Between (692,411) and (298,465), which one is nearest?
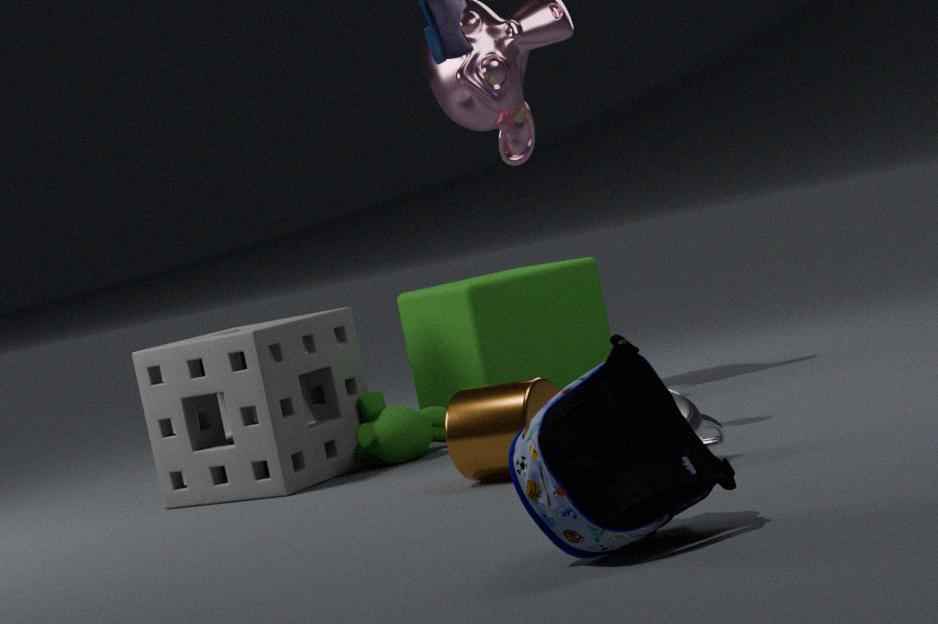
(692,411)
